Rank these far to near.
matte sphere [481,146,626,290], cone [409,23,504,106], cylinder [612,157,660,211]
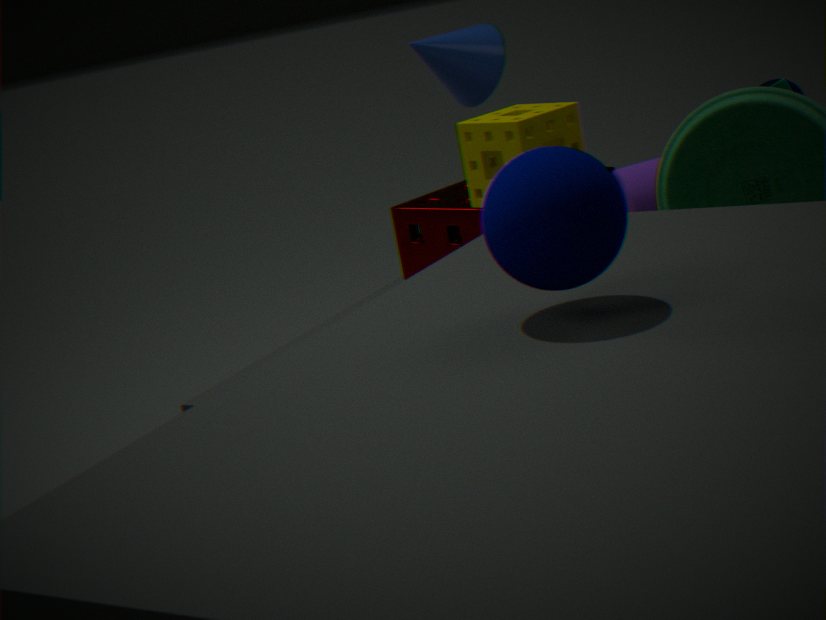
cone [409,23,504,106]
cylinder [612,157,660,211]
matte sphere [481,146,626,290]
